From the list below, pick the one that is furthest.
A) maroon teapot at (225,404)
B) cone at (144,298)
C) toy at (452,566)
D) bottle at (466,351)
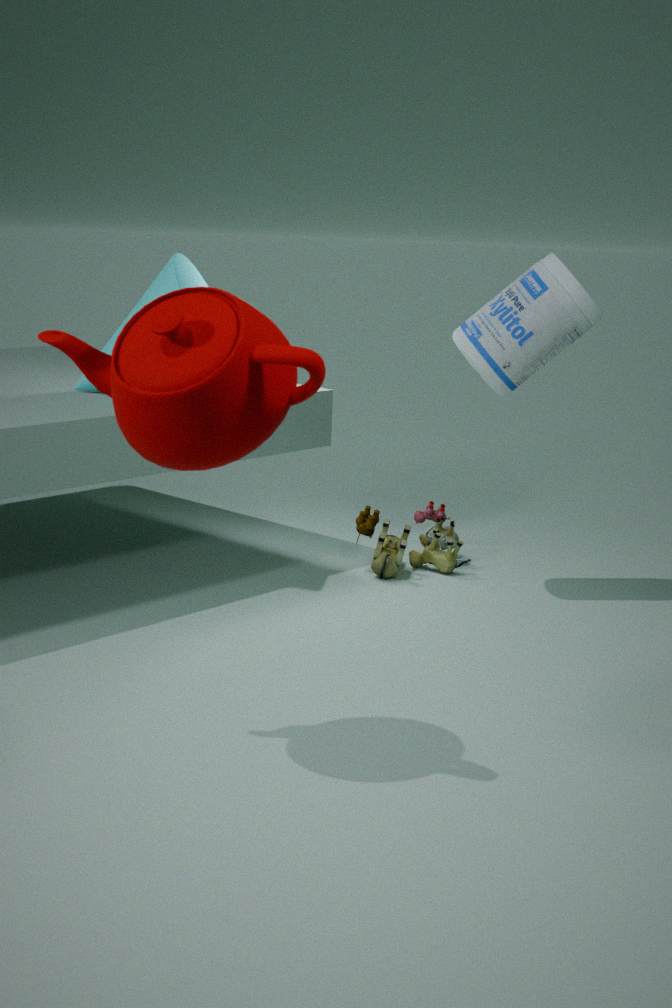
toy at (452,566)
